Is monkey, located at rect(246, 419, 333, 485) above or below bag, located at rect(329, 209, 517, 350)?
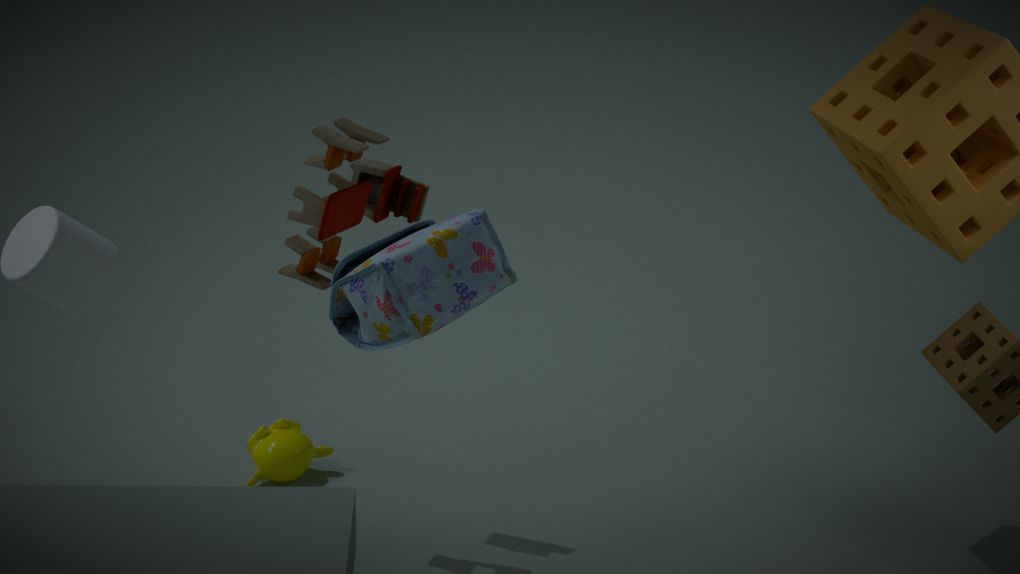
below
